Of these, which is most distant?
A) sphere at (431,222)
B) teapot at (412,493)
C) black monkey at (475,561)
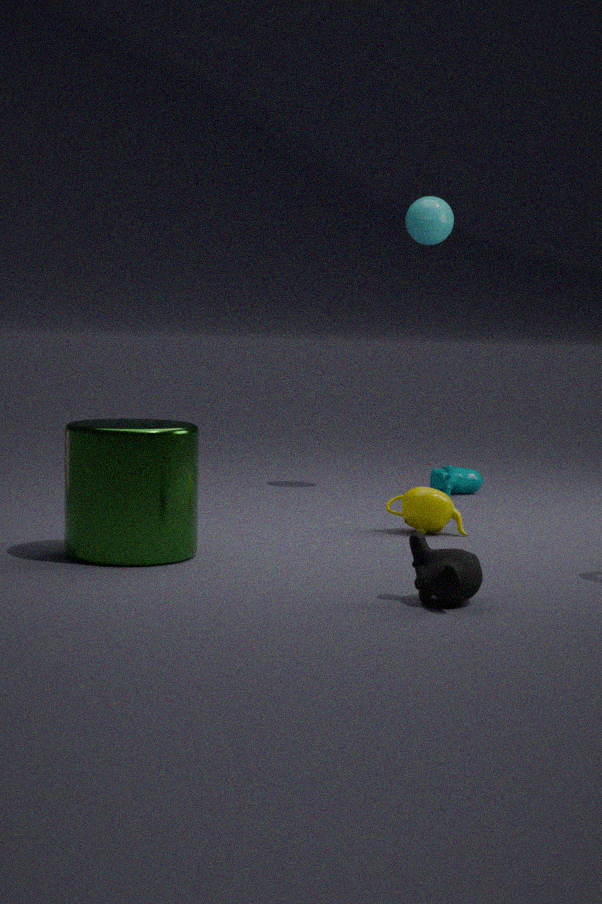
sphere at (431,222)
